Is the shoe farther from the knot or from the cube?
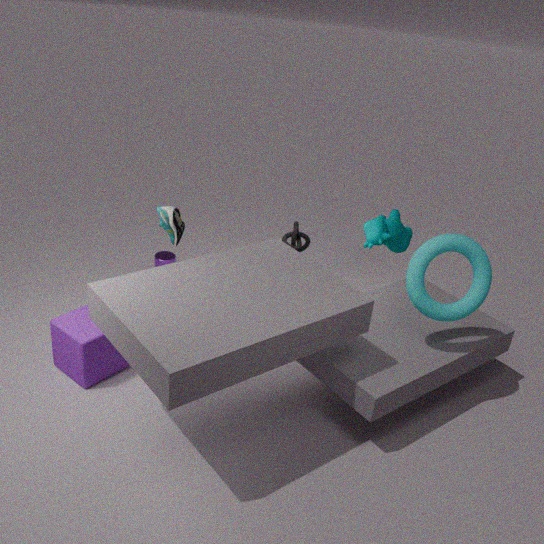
the knot
